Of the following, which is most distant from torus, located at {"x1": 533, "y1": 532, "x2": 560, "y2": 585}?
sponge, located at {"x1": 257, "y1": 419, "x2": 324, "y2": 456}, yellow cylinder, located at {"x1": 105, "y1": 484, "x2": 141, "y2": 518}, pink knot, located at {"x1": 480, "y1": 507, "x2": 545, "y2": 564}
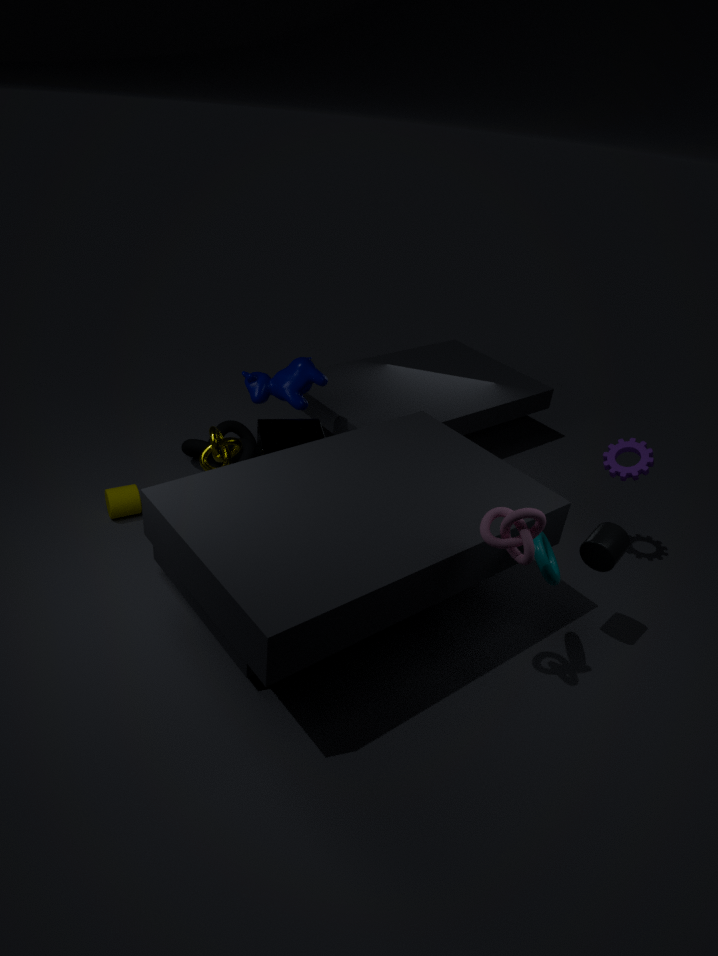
yellow cylinder, located at {"x1": 105, "y1": 484, "x2": 141, "y2": 518}
